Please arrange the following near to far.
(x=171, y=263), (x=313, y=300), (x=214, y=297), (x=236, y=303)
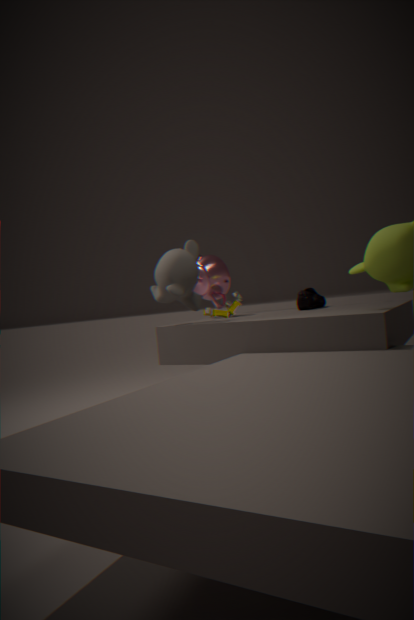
(x=171, y=263), (x=313, y=300), (x=236, y=303), (x=214, y=297)
